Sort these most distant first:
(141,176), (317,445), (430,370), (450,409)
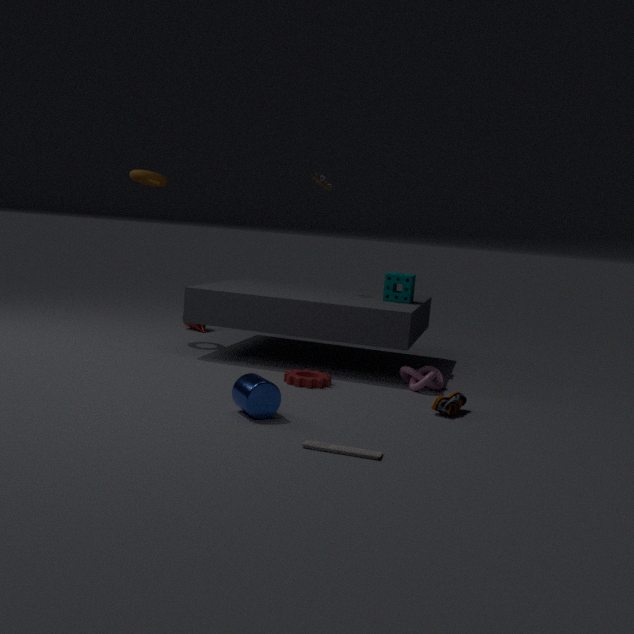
(141,176) < (430,370) < (450,409) < (317,445)
